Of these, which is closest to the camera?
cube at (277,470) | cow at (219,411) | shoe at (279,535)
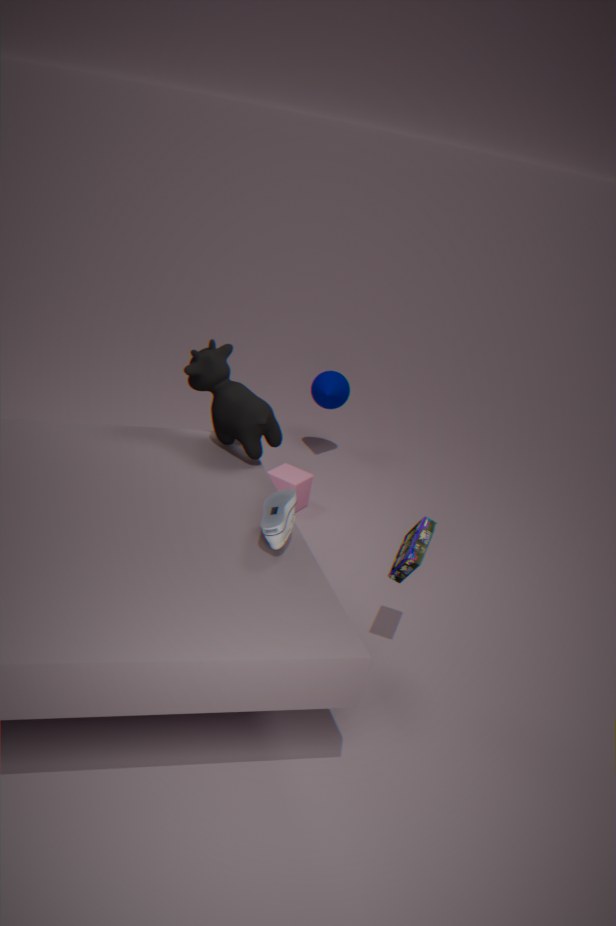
shoe at (279,535)
